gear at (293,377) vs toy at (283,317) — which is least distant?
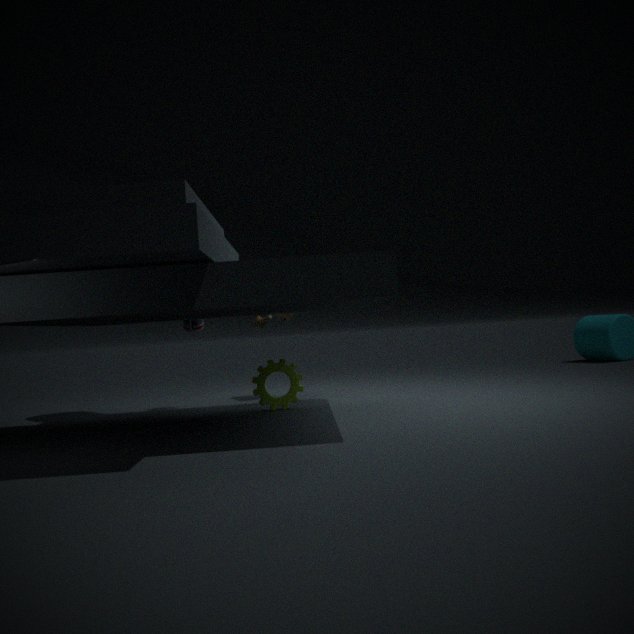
gear at (293,377)
